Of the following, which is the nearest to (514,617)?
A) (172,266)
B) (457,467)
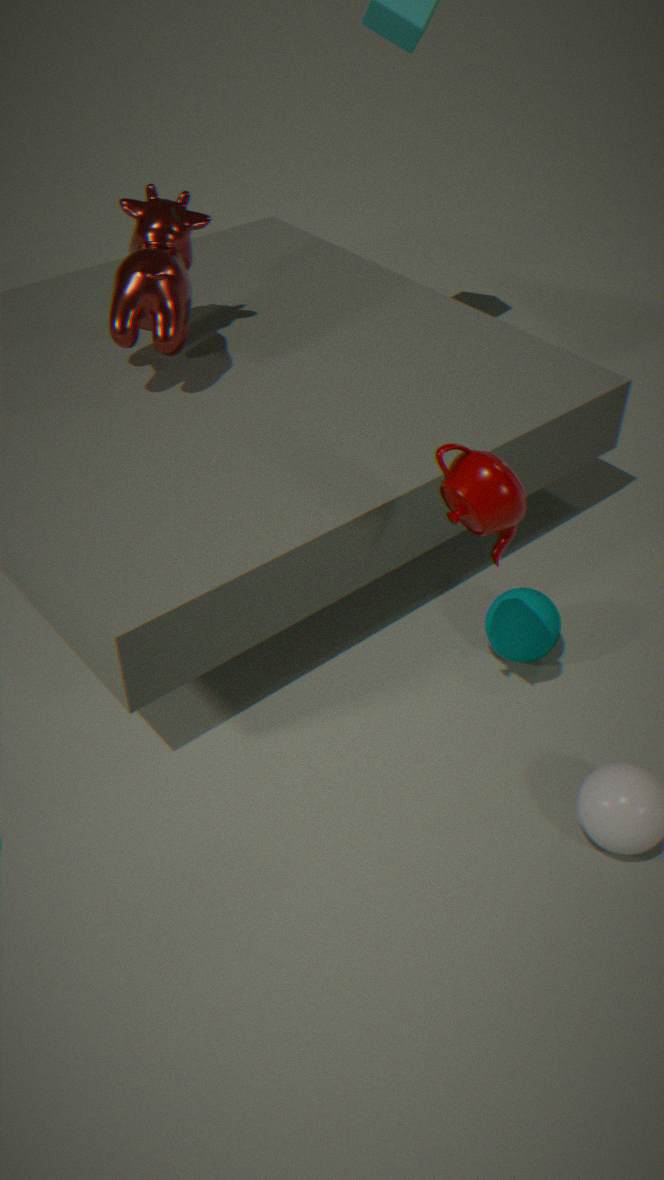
(457,467)
